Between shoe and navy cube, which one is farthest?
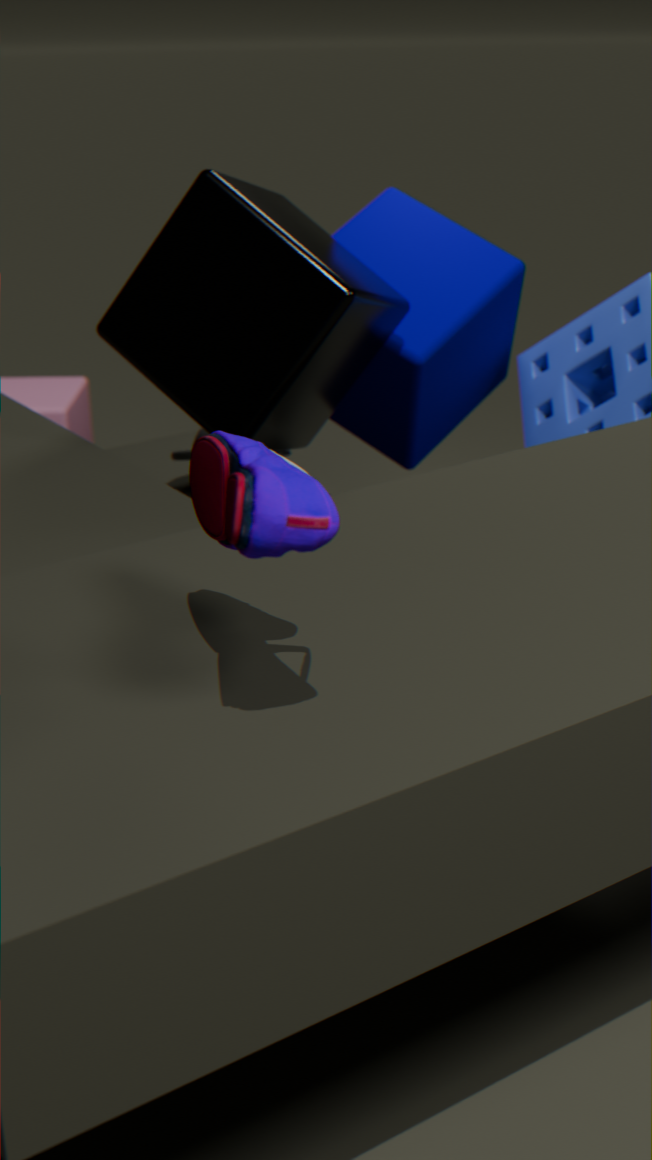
navy cube
